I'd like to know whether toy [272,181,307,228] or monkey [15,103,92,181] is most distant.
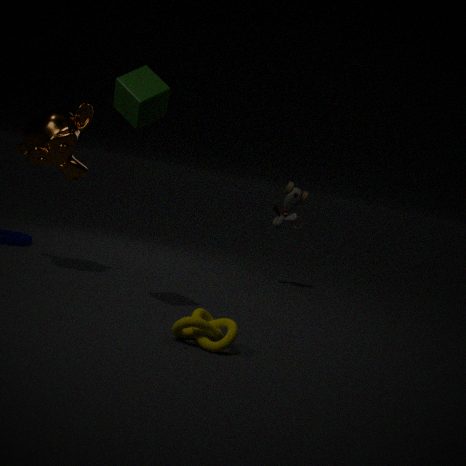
toy [272,181,307,228]
